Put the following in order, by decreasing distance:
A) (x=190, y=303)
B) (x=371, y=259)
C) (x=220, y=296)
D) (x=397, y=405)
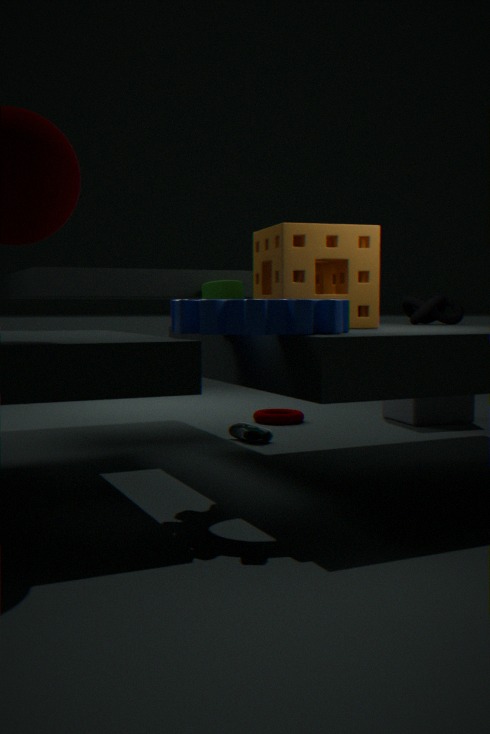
(x=397, y=405)
(x=220, y=296)
(x=371, y=259)
(x=190, y=303)
